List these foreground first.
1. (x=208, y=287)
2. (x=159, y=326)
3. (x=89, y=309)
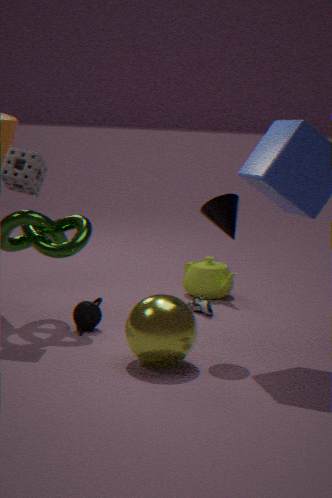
(x=159, y=326), (x=89, y=309), (x=208, y=287)
